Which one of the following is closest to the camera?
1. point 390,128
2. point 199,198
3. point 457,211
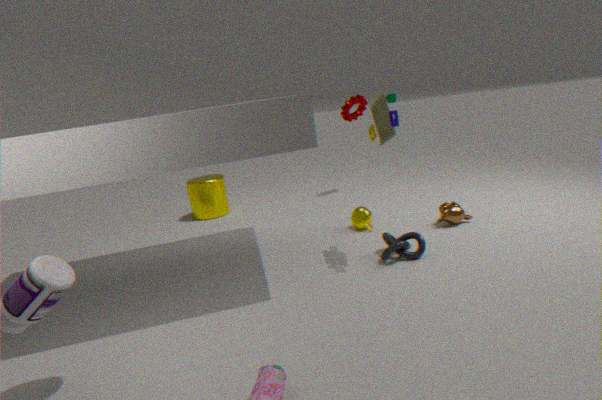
point 390,128
